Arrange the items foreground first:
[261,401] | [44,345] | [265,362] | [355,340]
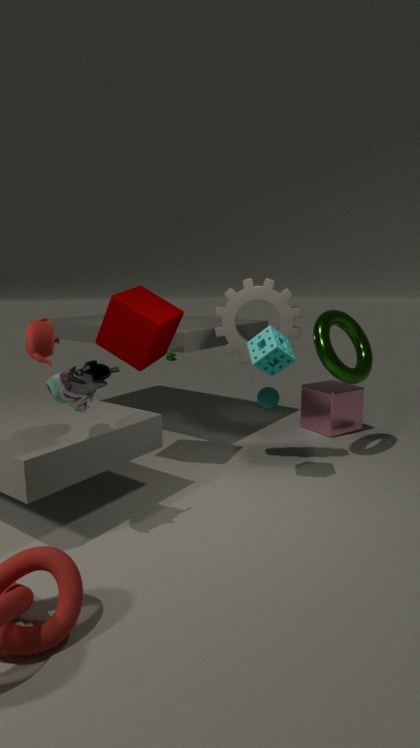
1. [44,345]
2. [265,362]
3. [355,340]
4. [261,401]
